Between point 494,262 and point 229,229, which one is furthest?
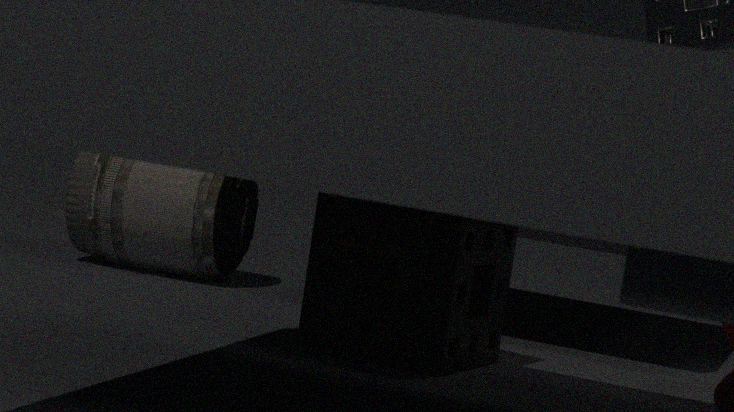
point 229,229
